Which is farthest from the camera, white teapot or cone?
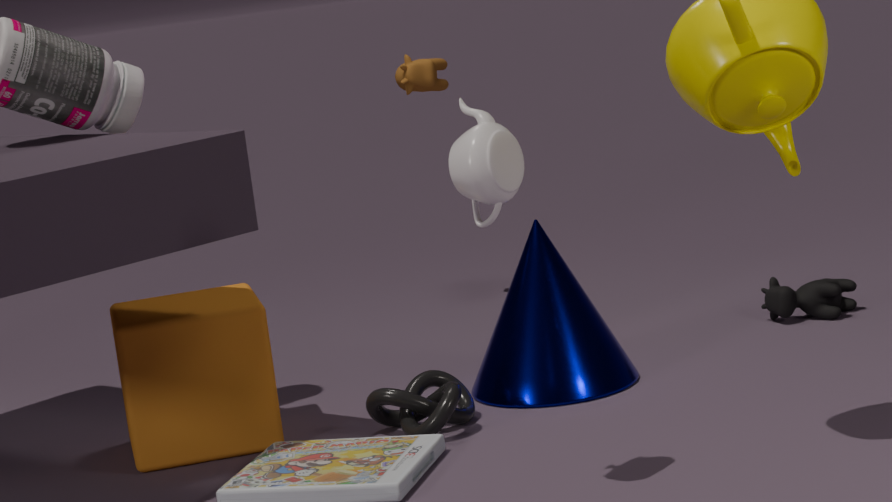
cone
